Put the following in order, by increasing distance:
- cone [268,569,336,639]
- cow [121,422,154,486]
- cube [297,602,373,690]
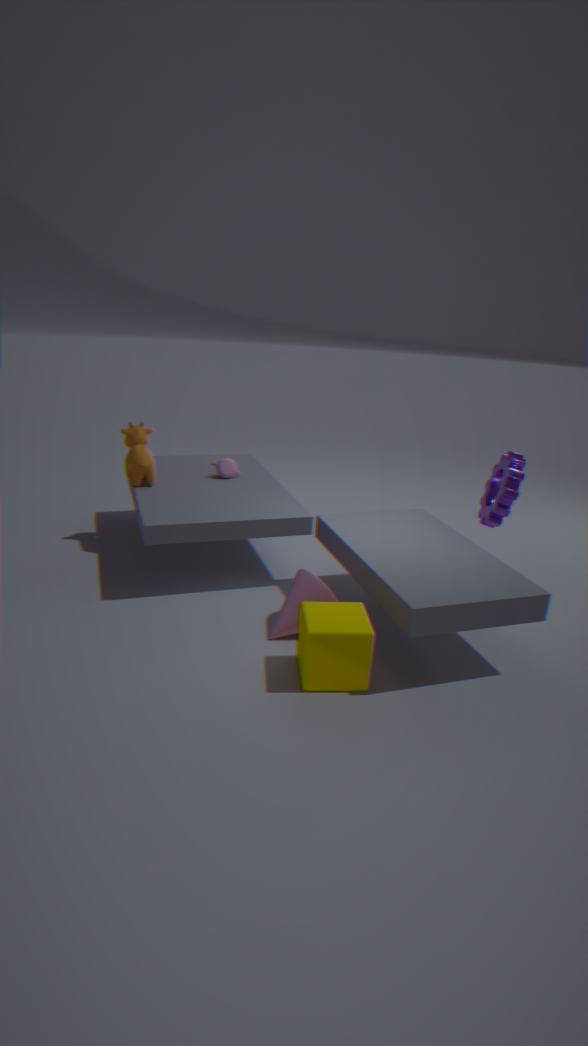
cube [297,602,373,690] < cone [268,569,336,639] < cow [121,422,154,486]
